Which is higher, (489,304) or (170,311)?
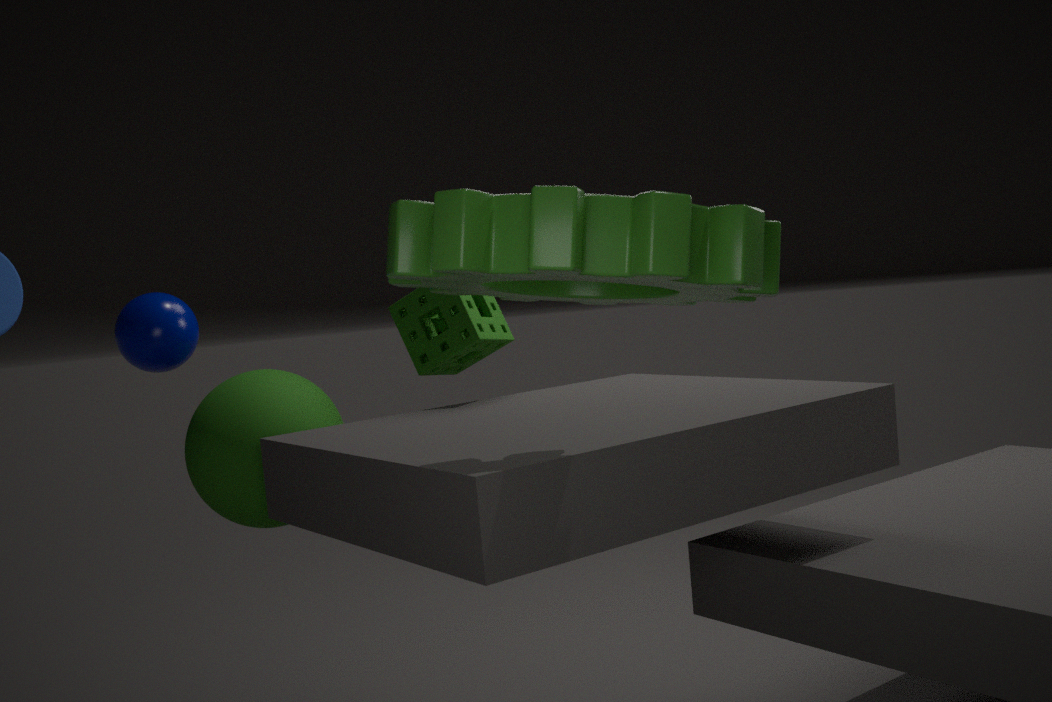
(170,311)
